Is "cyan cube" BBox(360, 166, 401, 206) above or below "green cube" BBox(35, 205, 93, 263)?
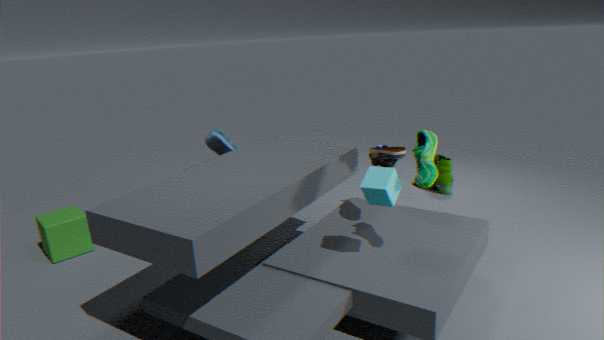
above
